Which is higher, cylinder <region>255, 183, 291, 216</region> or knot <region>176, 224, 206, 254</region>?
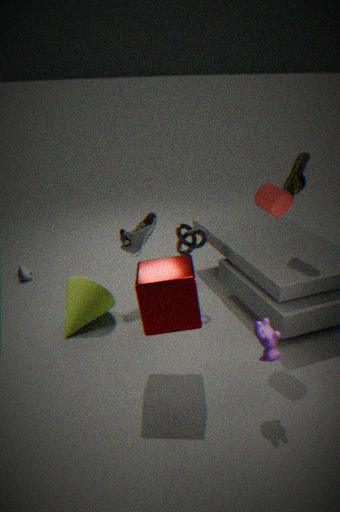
cylinder <region>255, 183, 291, 216</region>
